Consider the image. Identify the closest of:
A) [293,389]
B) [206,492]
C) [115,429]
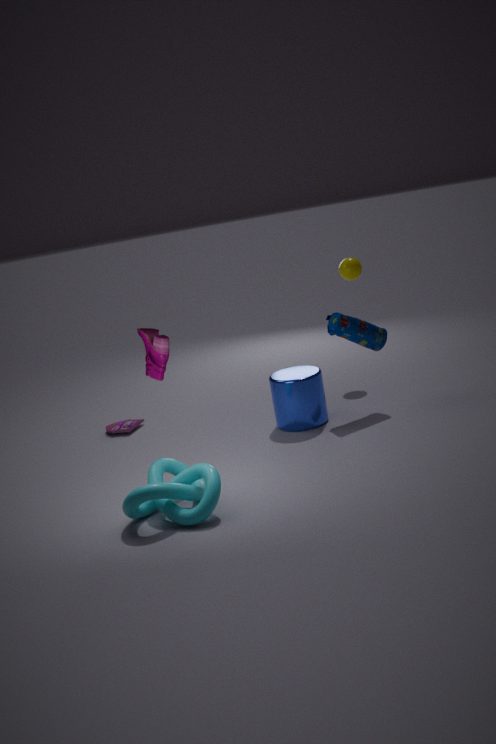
[206,492]
